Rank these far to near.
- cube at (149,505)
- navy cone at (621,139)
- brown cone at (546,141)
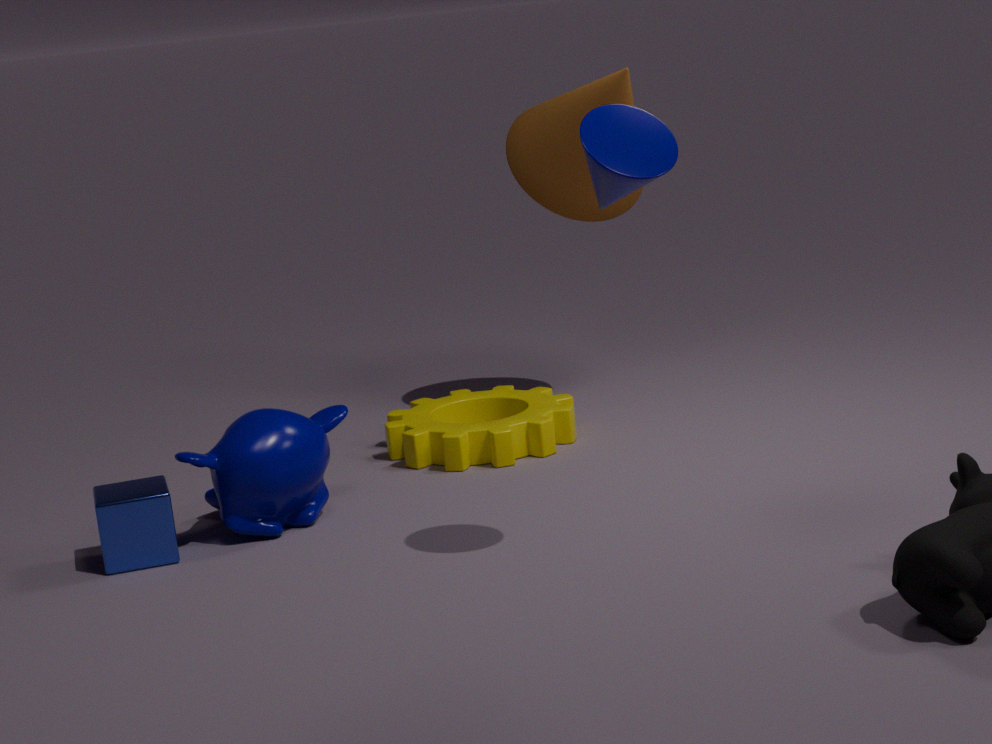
brown cone at (546,141) → cube at (149,505) → navy cone at (621,139)
